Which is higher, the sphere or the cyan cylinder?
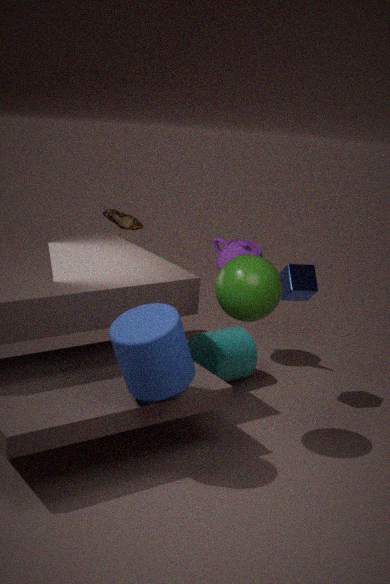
the sphere
